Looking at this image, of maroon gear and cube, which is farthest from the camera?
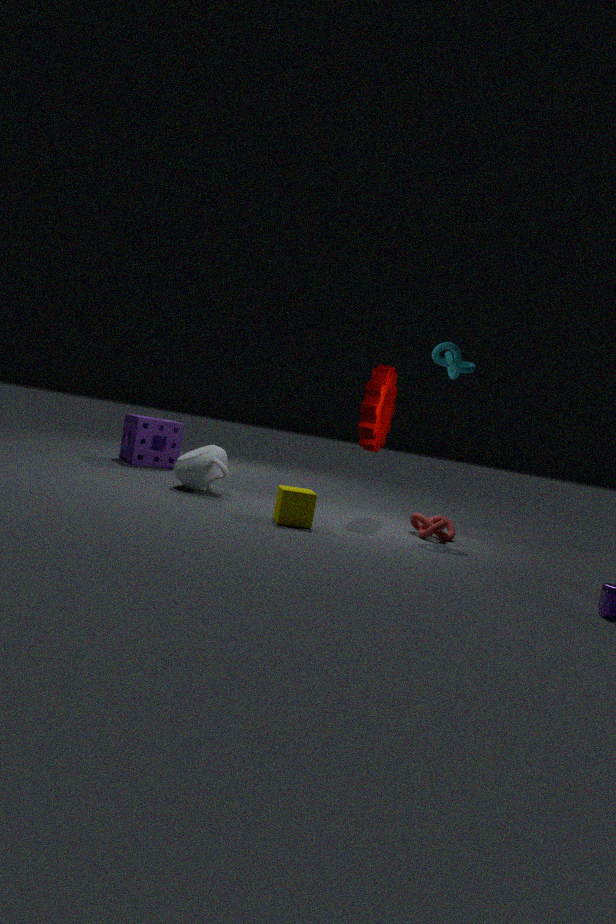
maroon gear
